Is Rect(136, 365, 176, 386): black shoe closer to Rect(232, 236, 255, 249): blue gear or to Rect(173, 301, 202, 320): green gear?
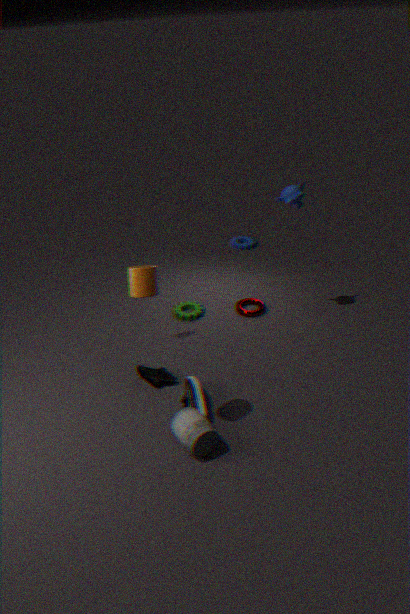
Rect(173, 301, 202, 320): green gear
